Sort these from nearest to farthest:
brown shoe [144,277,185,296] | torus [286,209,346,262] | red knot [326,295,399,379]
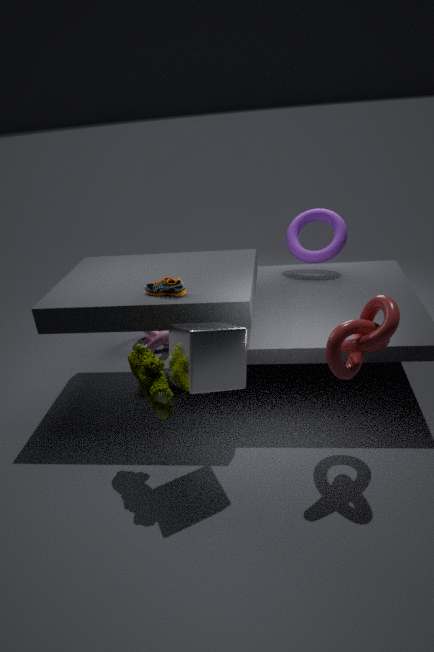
red knot [326,295,399,379], brown shoe [144,277,185,296], torus [286,209,346,262]
